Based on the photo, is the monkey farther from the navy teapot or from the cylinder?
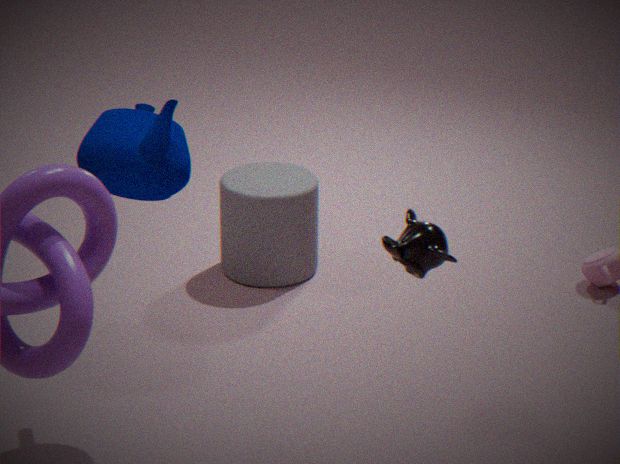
the cylinder
